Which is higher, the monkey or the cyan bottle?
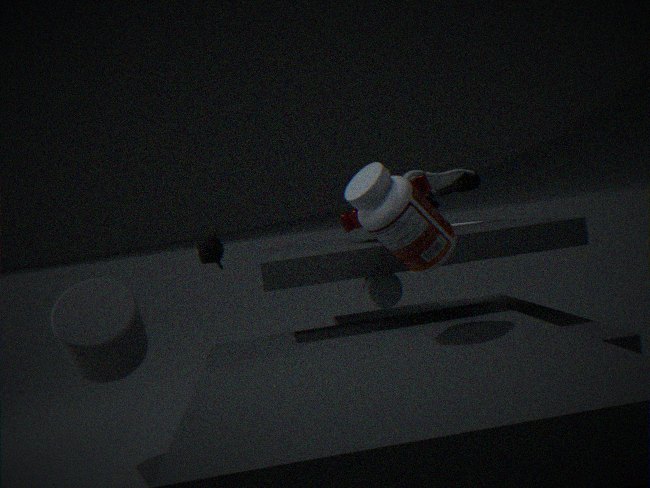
the monkey
